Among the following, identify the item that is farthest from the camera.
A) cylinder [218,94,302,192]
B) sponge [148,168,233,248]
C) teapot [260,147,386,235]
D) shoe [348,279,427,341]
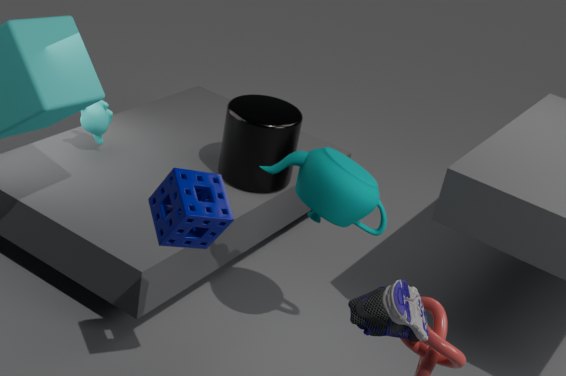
cylinder [218,94,302,192]
